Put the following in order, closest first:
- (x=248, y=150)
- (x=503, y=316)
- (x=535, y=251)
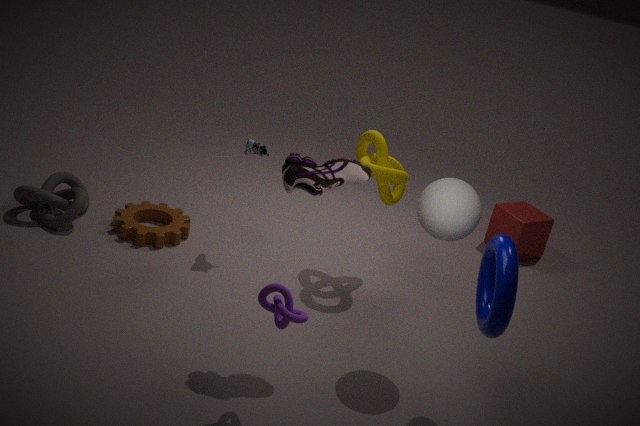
1. (x=503, y=316)
2. (x=248, y=150)
3. (x=535, y=251)
